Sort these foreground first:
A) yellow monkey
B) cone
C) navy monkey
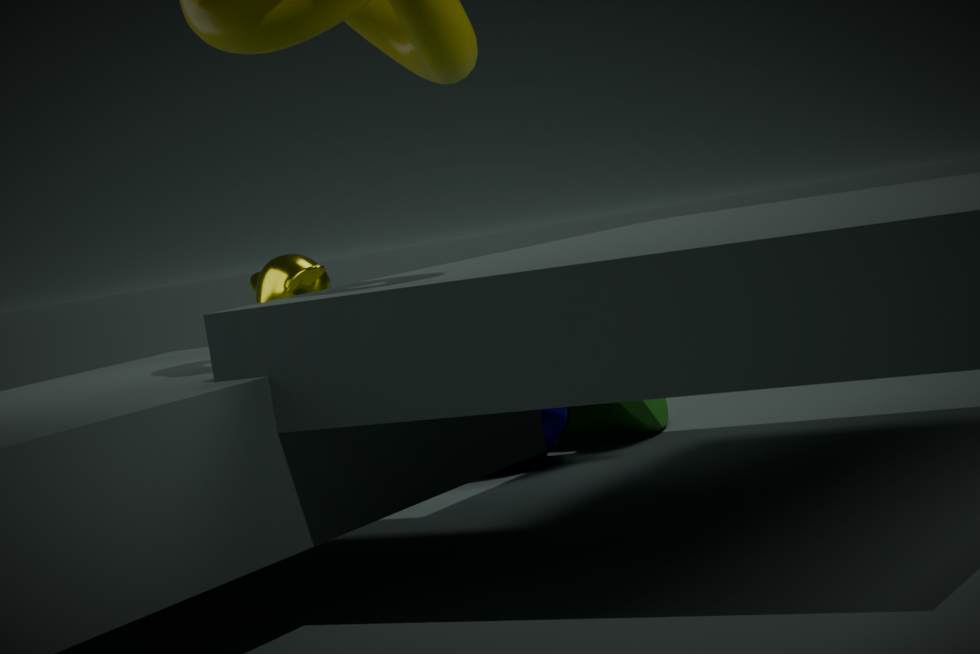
yellow monkey → navy monkey → cone
